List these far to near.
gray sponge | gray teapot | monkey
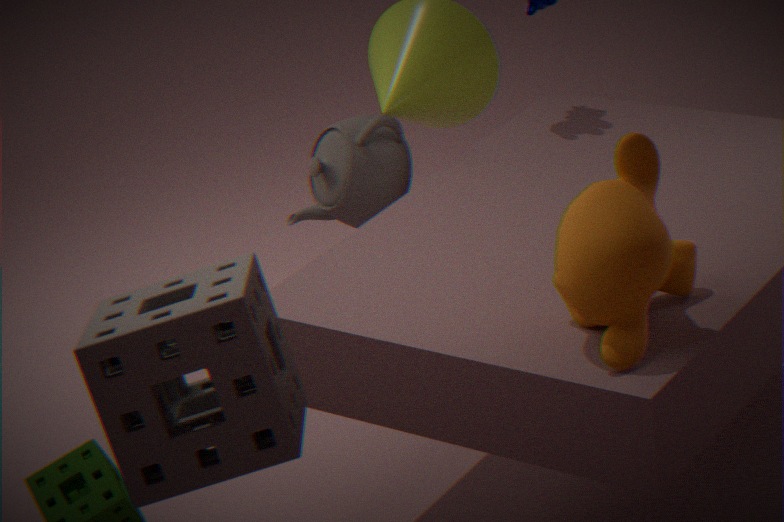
gray teapot < monkey < gray sponge
